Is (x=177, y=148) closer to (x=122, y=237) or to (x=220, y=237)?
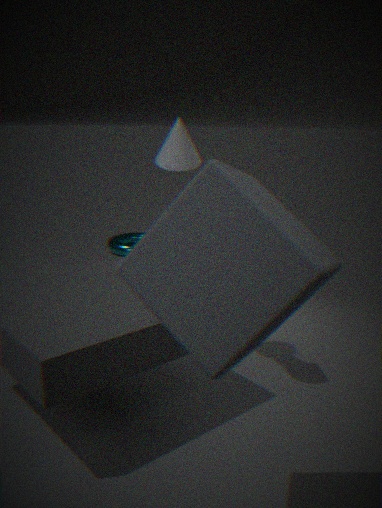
(x=220, y=237)
